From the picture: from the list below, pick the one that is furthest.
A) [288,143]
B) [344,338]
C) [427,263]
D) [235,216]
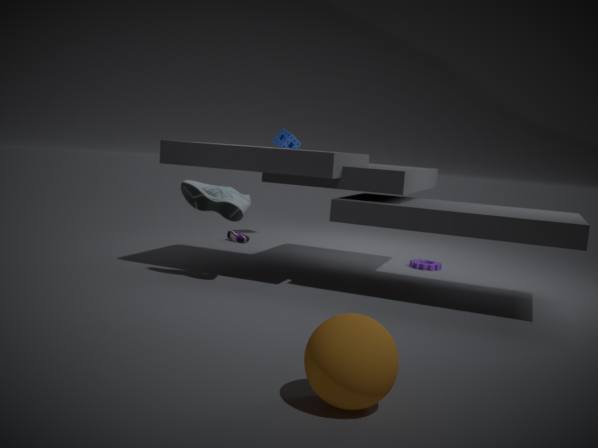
[288,143]
